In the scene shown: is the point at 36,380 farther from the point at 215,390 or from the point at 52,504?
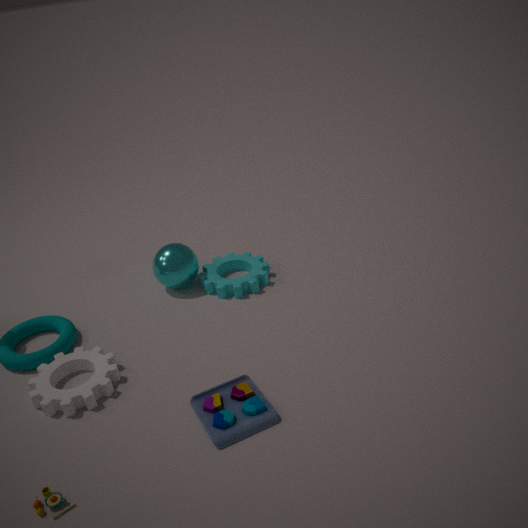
the point at 215,390
